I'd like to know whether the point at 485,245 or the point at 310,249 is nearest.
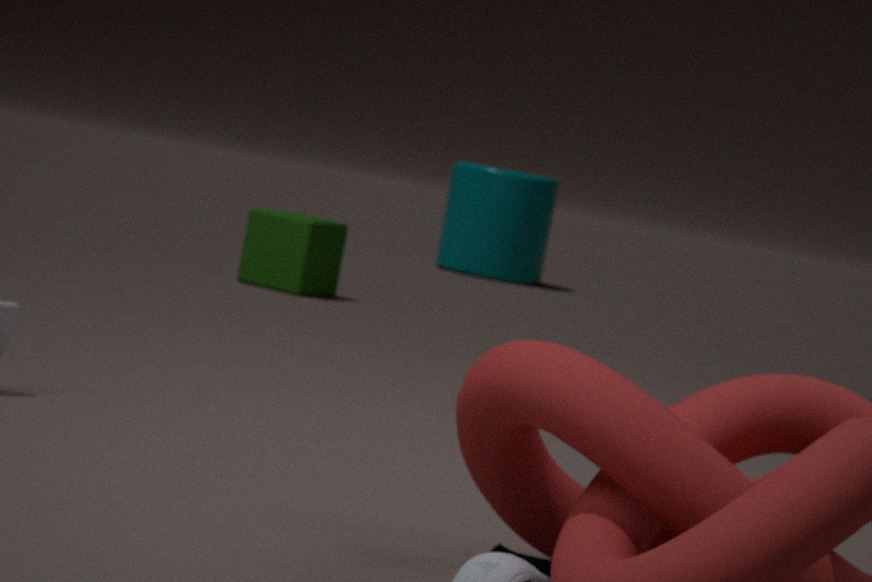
the point at 310,249
